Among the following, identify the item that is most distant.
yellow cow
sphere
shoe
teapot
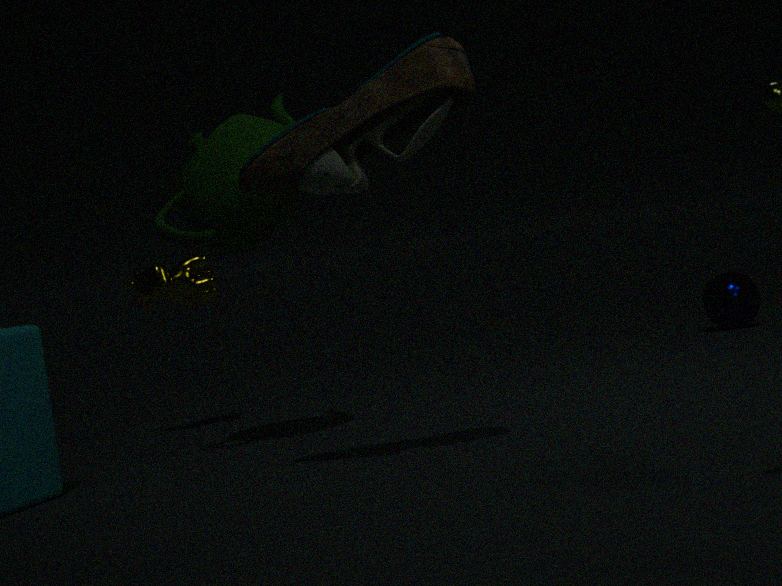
sphere
